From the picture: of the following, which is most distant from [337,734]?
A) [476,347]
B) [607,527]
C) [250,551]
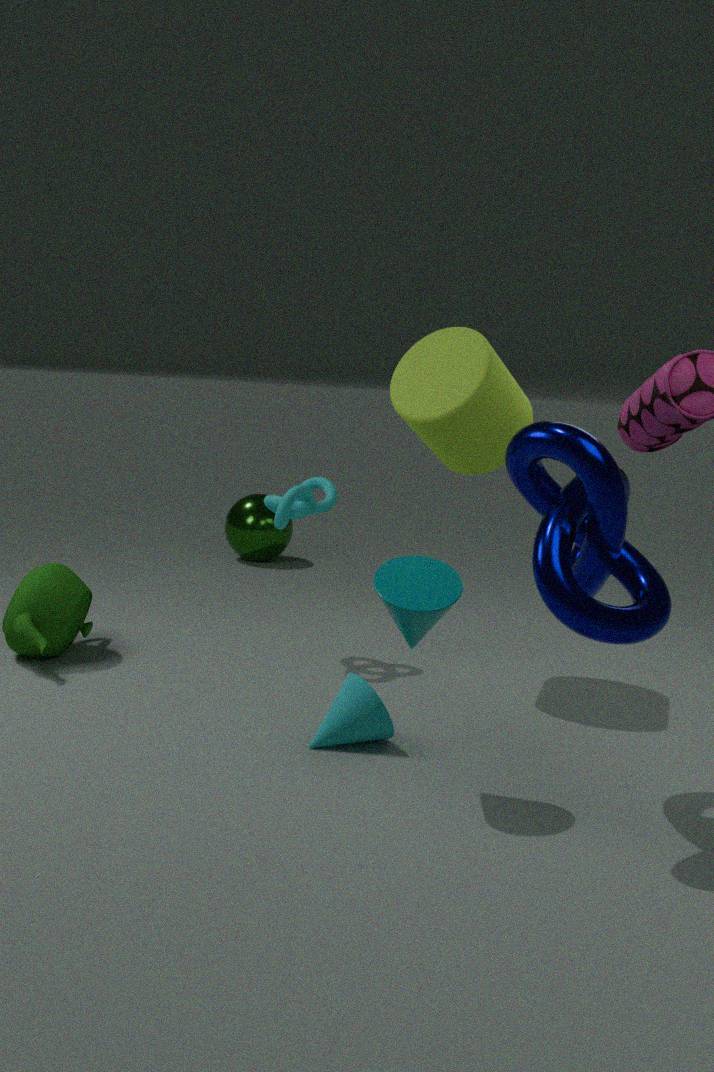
[250,551]
